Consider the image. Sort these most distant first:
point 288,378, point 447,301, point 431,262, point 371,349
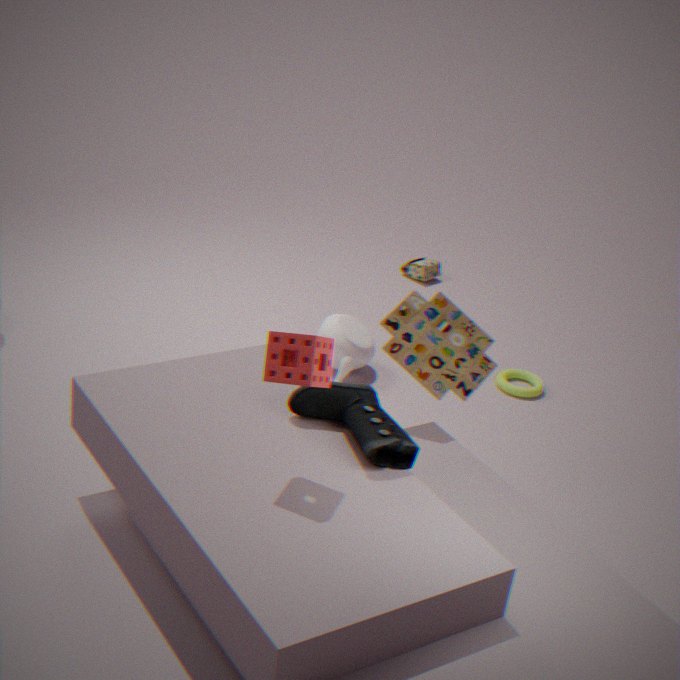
point 431,262, point 371,349, point 447,301, point 288,378
